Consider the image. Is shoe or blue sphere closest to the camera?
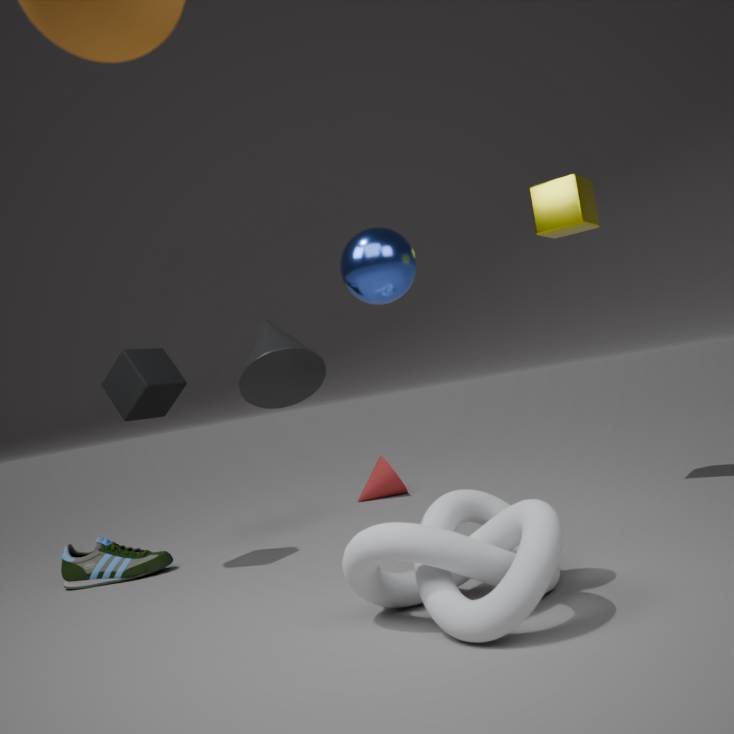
blue sphere
